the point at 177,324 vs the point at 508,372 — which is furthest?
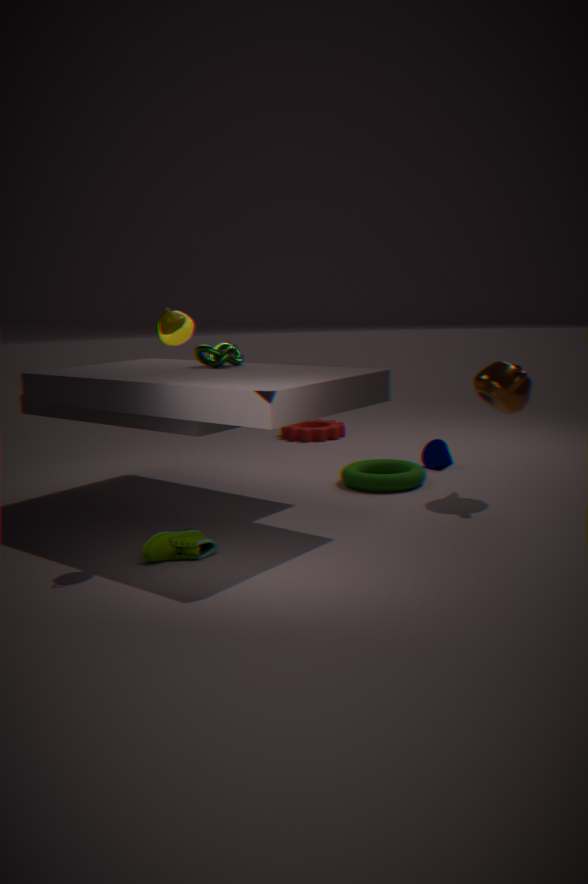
the point at 508,372
